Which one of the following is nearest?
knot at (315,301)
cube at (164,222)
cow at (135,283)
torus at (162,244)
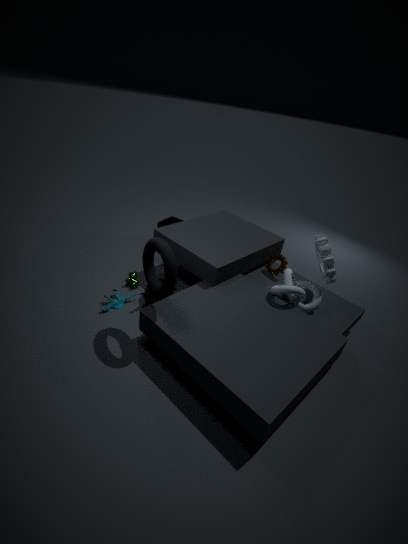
torus at (162,244)
